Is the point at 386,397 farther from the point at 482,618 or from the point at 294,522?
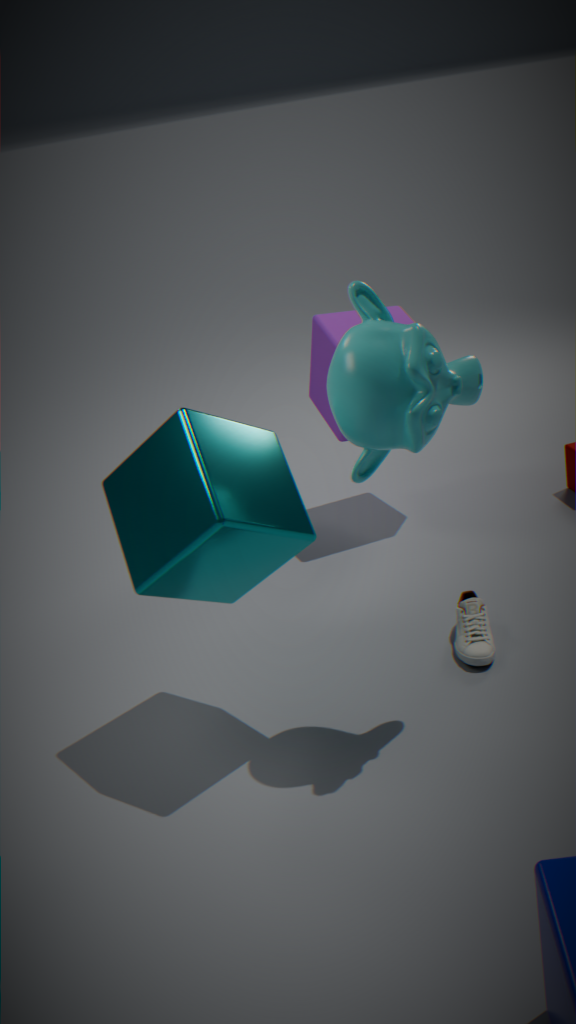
the point at 482,618
